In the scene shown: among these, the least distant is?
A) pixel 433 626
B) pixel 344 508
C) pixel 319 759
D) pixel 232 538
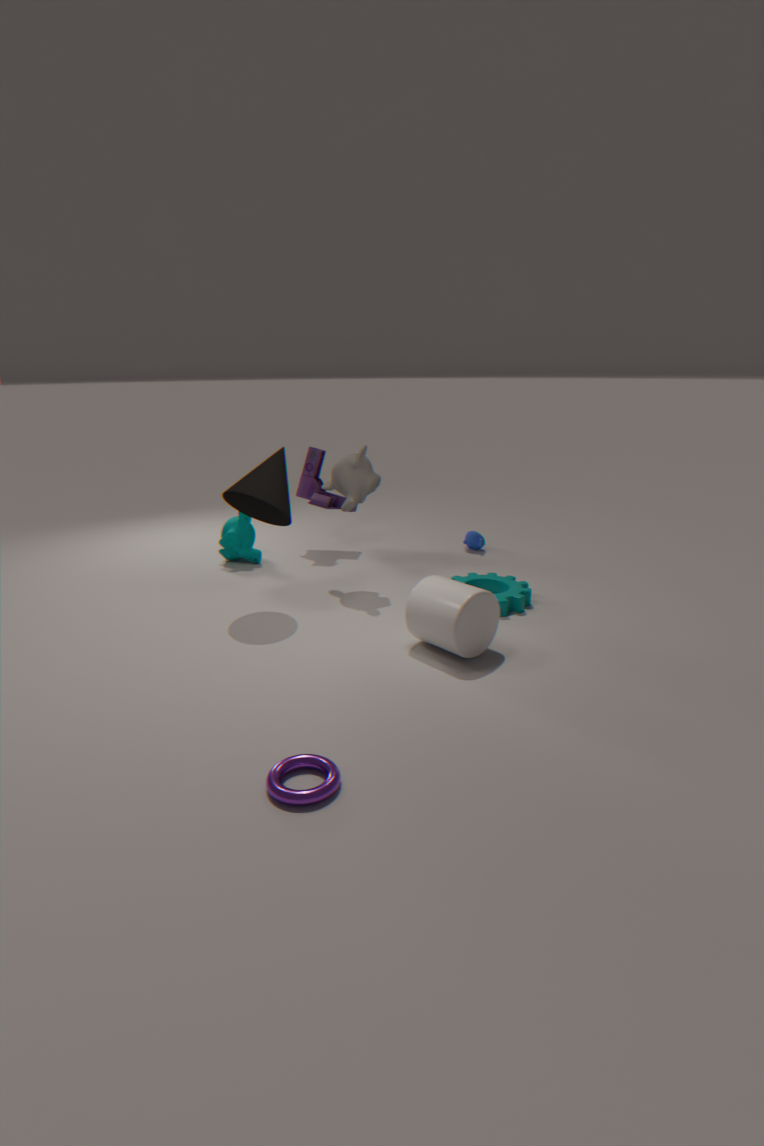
pixel 319 759
